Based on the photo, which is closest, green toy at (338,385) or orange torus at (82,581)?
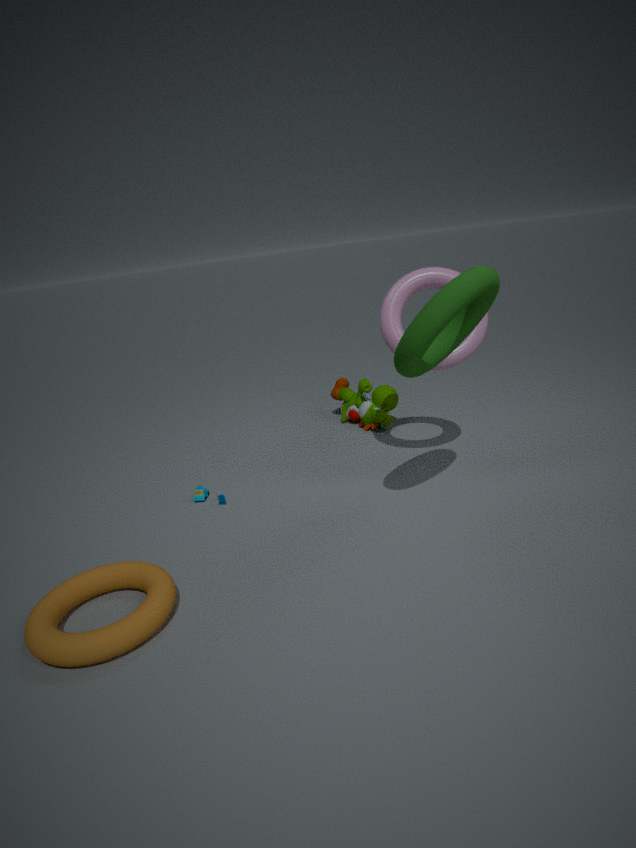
orange torus at (82,581)
